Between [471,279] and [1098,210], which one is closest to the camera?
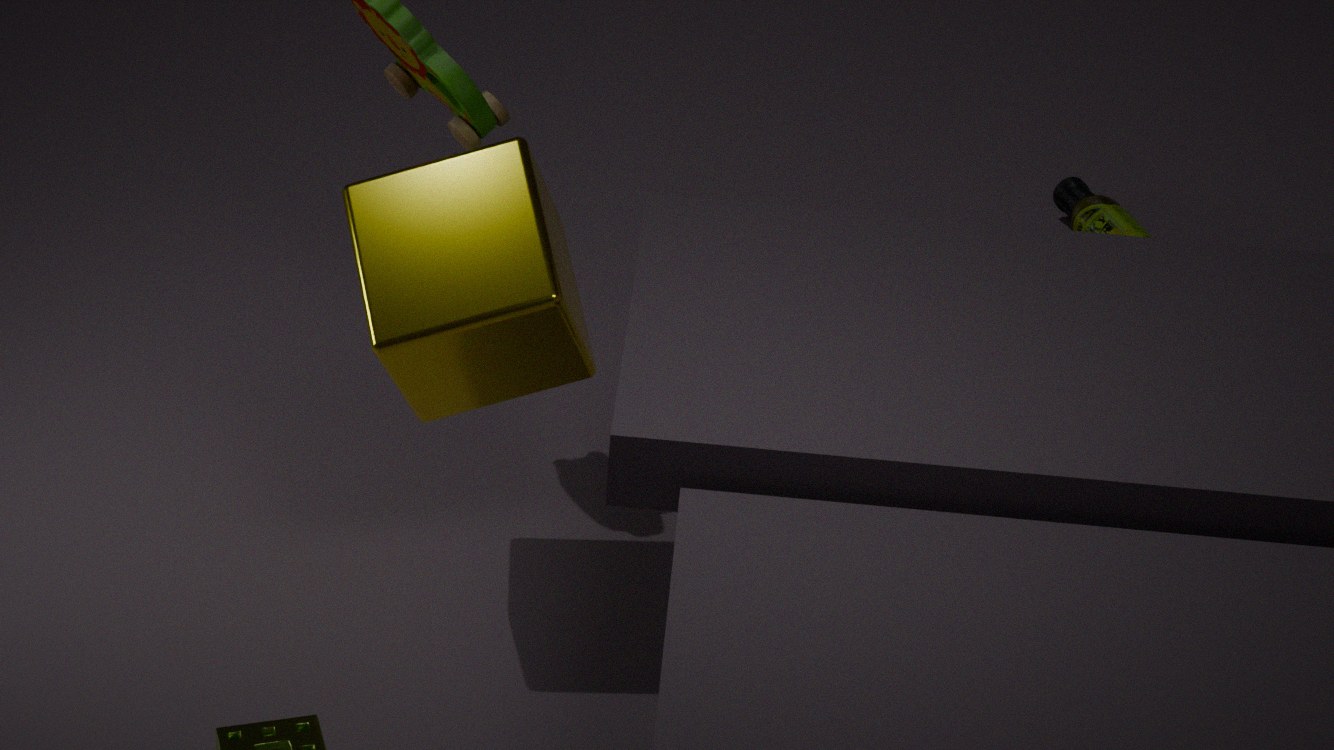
[471,279]
